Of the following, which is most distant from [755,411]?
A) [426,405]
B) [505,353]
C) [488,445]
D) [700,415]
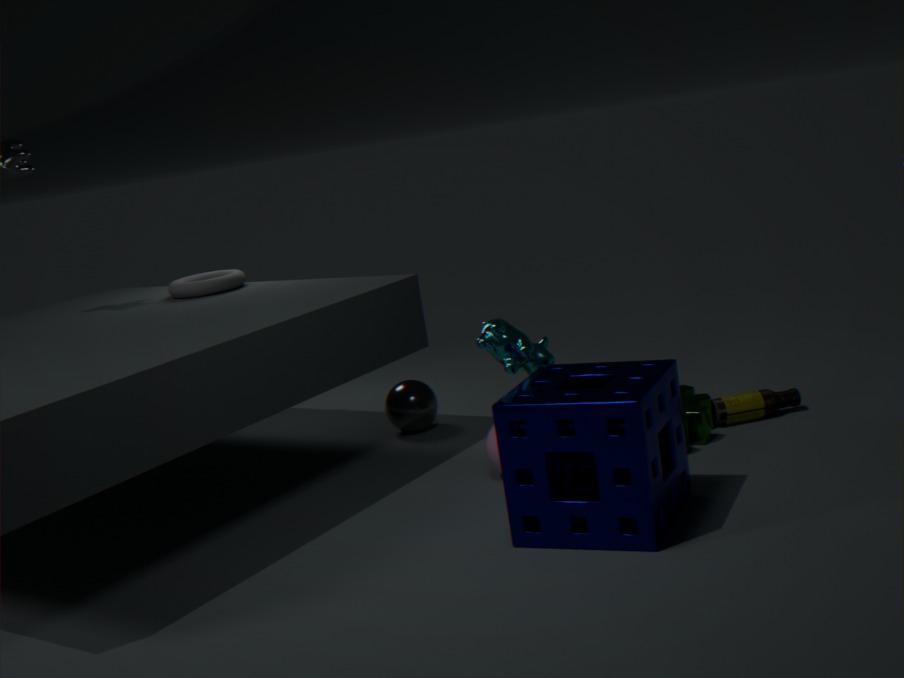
[426,405]
